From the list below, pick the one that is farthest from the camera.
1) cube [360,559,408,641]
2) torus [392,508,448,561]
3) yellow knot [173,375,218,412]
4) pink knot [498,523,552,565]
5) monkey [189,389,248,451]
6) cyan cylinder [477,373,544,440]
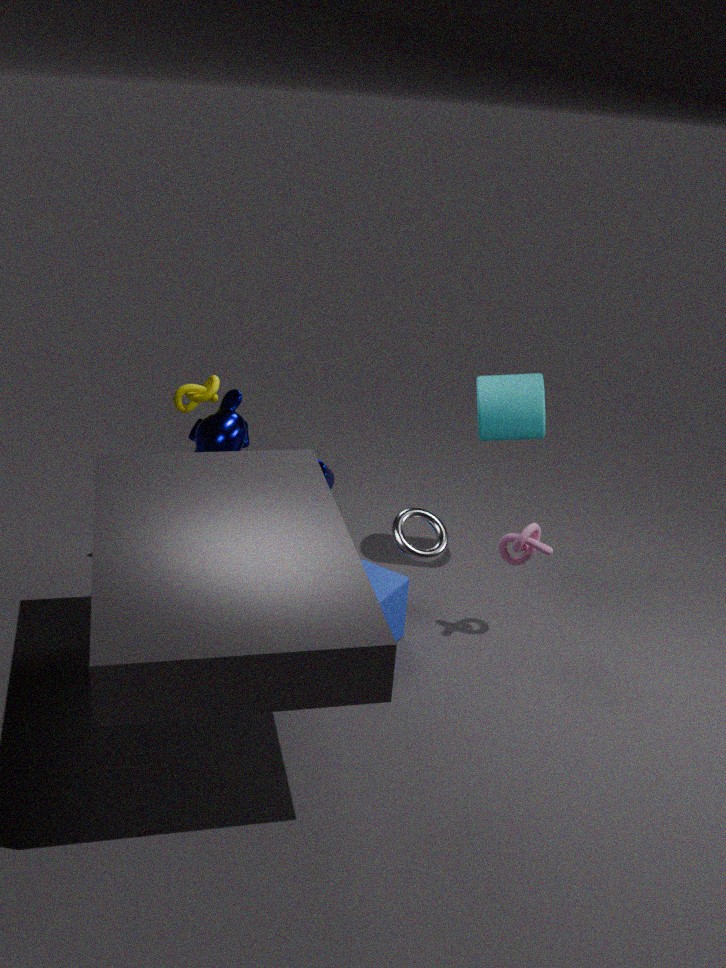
6
